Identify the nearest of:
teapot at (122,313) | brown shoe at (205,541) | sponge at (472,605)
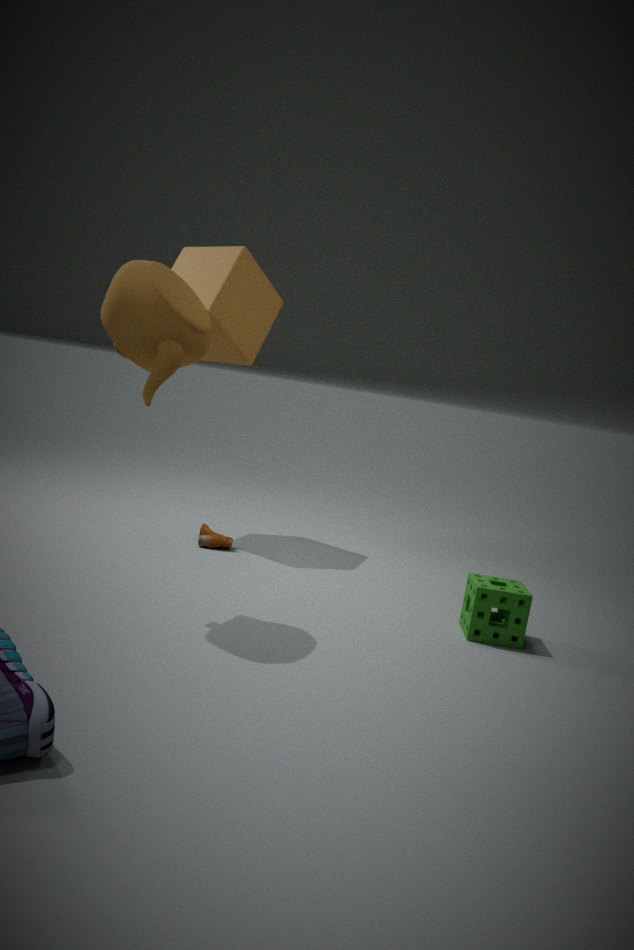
teapot at (122,313)
